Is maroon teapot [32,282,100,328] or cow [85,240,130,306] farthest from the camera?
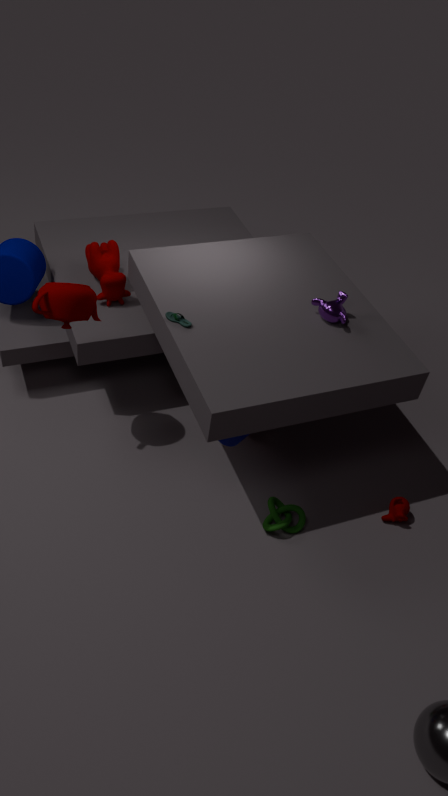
cow [85,240,130,306]
